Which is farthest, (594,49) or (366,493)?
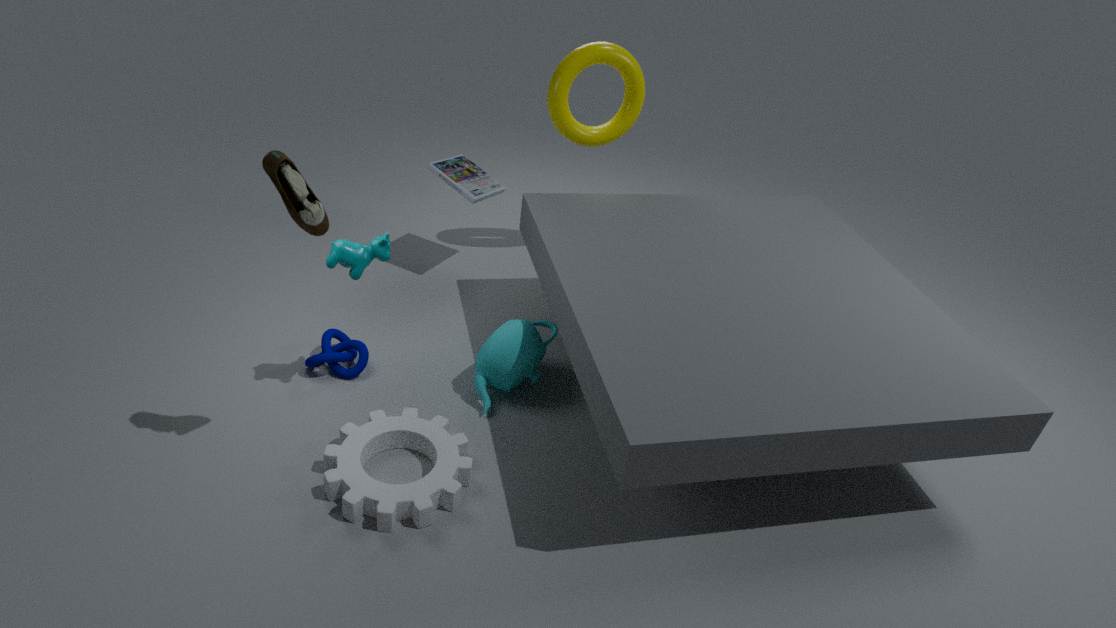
(594,49)
